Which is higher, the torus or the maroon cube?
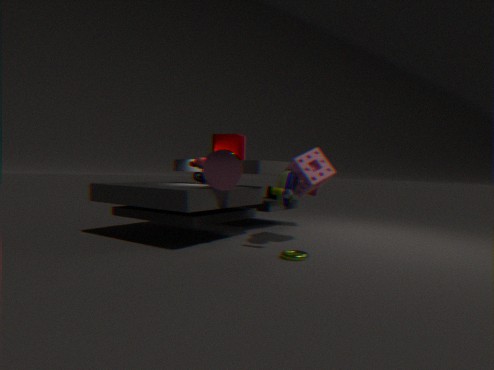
the maroon cube
